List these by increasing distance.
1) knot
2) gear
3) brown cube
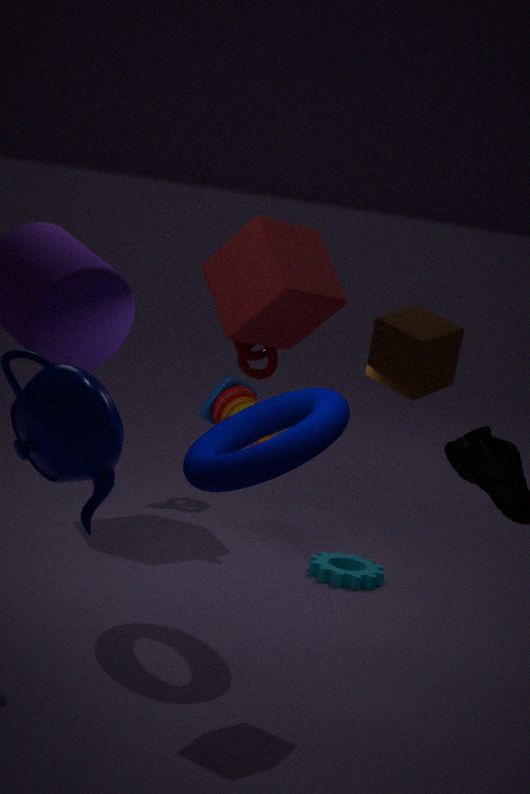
3. brown cube → 2. gear → 1. knot
